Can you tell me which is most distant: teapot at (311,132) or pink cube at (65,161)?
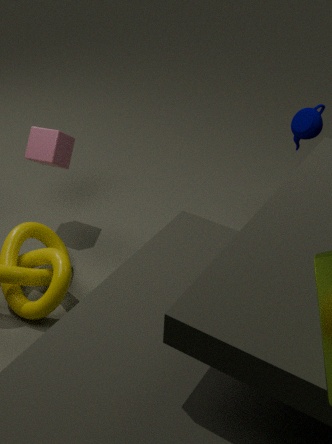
pink cube at (65,161)
